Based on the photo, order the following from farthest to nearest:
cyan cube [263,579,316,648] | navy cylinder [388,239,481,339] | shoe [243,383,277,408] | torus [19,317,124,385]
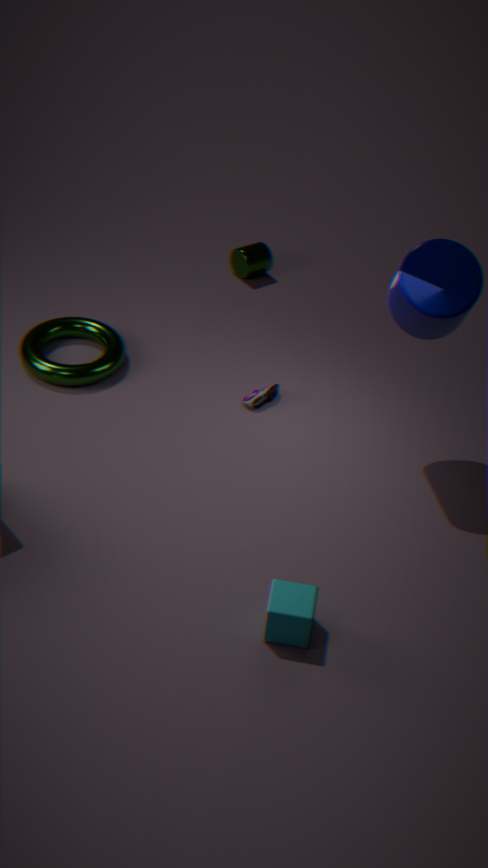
shoe [243,383,277,408] < torus [19,317,124,385] < navy cylinder [388,239,481,339] < cyan cube [263,579,316,648]
